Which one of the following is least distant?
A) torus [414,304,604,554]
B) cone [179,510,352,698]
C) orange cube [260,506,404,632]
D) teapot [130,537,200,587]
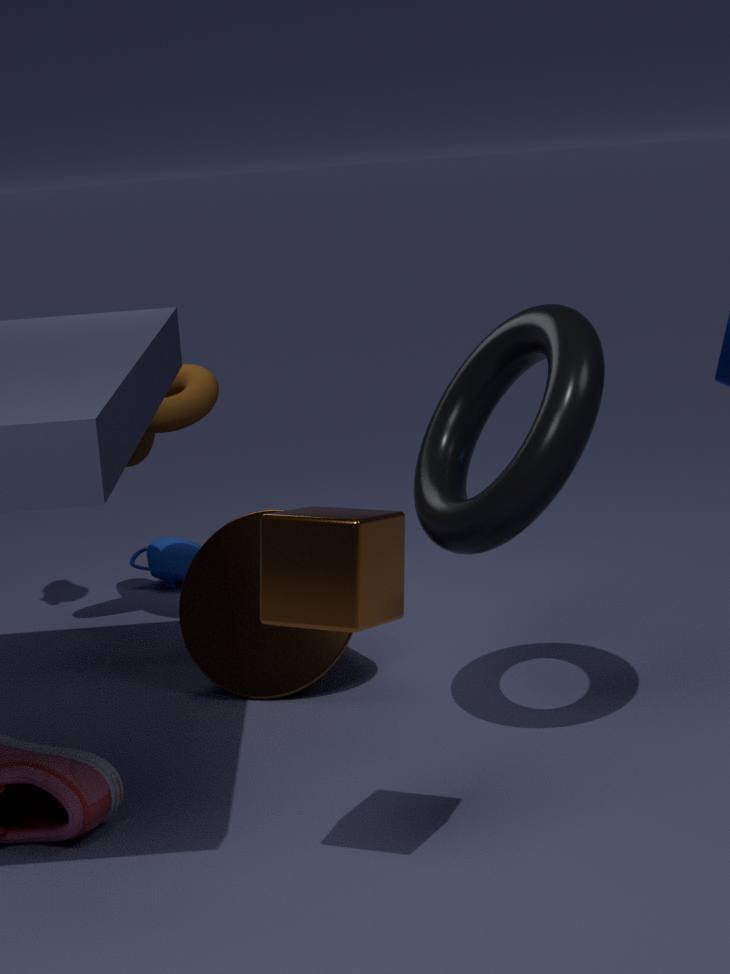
orange cube [260,506,404,632]
